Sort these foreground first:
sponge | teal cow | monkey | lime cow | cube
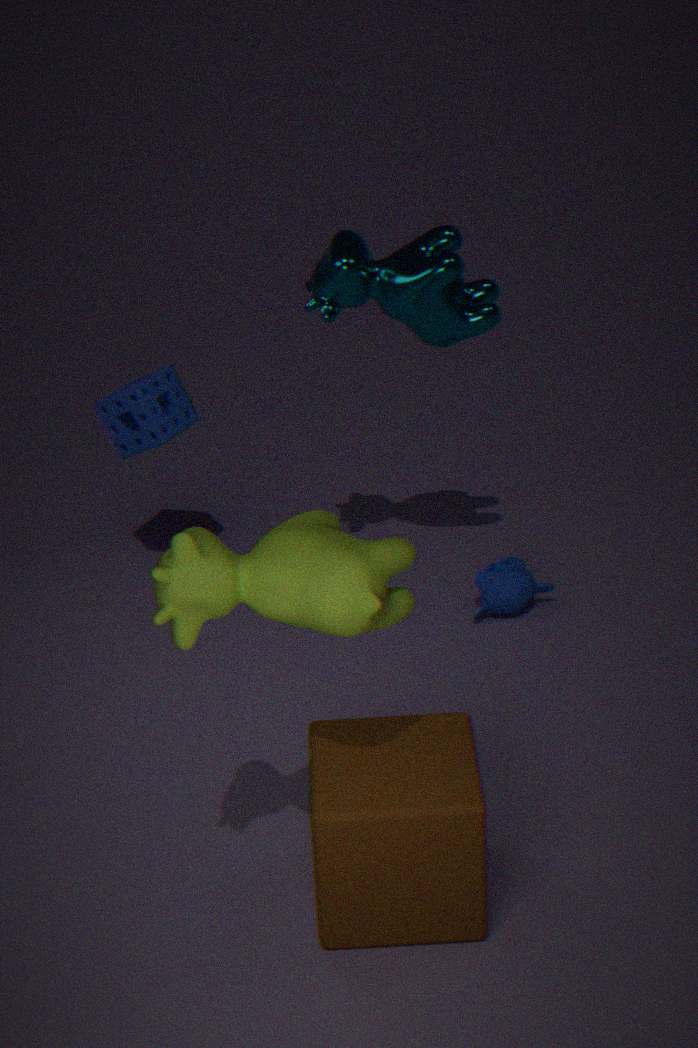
lime cow
cube
teal cow
monkey
sponge
